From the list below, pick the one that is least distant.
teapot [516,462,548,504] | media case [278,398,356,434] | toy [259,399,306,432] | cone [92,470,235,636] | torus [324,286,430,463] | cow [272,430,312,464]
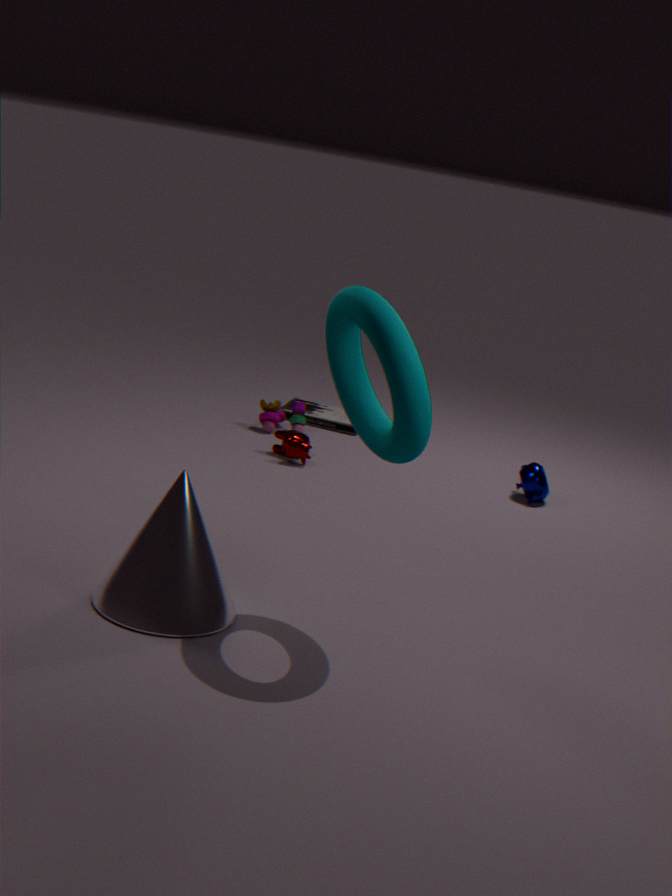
torus [324,286,430,463]
